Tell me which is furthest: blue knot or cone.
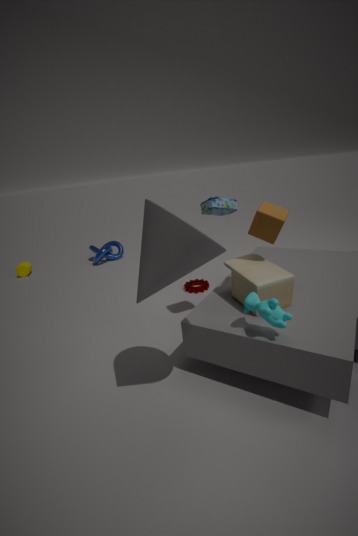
blue knot
